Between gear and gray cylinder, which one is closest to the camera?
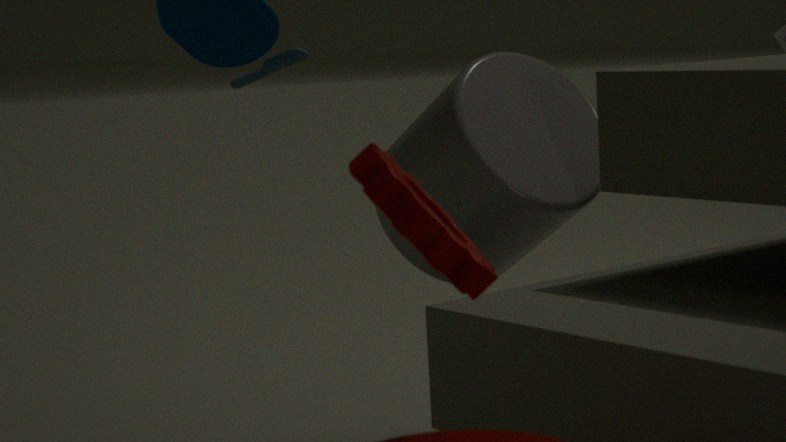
gear
